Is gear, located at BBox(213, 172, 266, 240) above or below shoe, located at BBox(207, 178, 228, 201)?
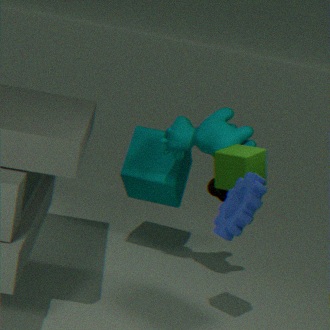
above
